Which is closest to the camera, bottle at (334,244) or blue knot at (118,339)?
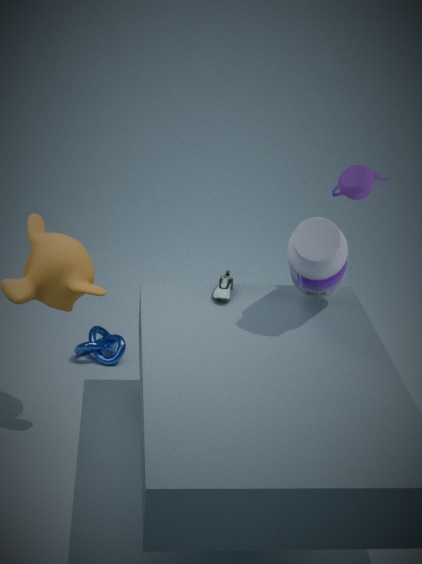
bottle at (334,244)
